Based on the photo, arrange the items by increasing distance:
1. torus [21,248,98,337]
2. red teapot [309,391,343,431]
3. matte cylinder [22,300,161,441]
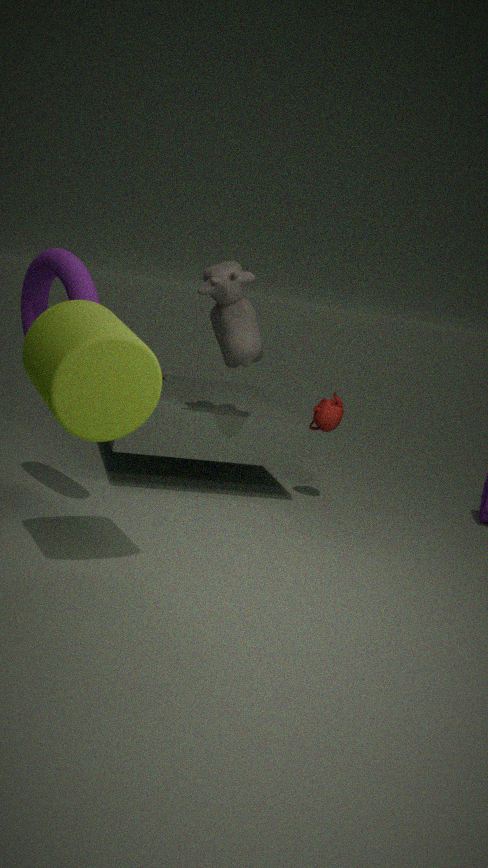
matte cylinder [22,300,161,441]
torus [21,248,98,337]
red teapot [309,391,343,431]
